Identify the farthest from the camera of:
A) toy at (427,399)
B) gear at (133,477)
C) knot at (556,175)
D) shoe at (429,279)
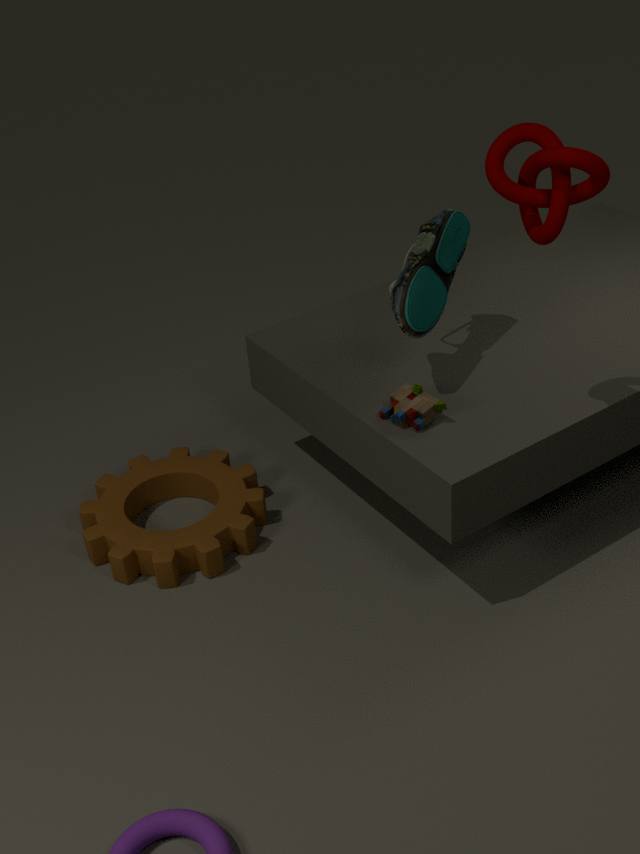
gear at (133,477)
